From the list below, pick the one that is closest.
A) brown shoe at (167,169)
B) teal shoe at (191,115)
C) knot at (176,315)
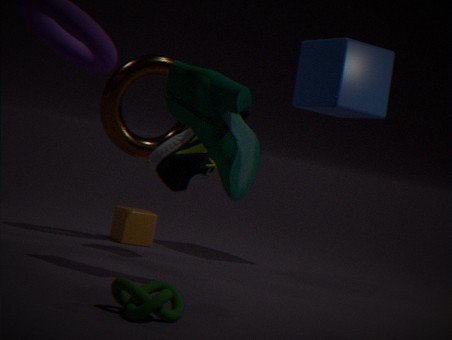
knot at (176,315)
